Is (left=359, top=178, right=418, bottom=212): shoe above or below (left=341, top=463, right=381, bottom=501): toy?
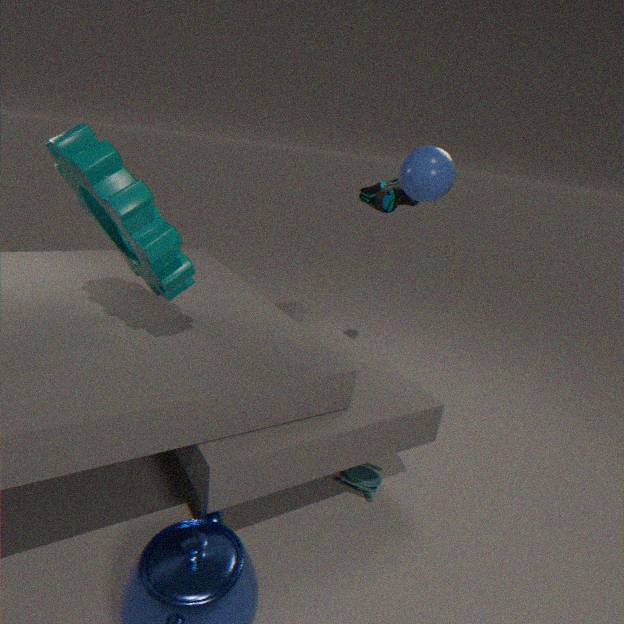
above
